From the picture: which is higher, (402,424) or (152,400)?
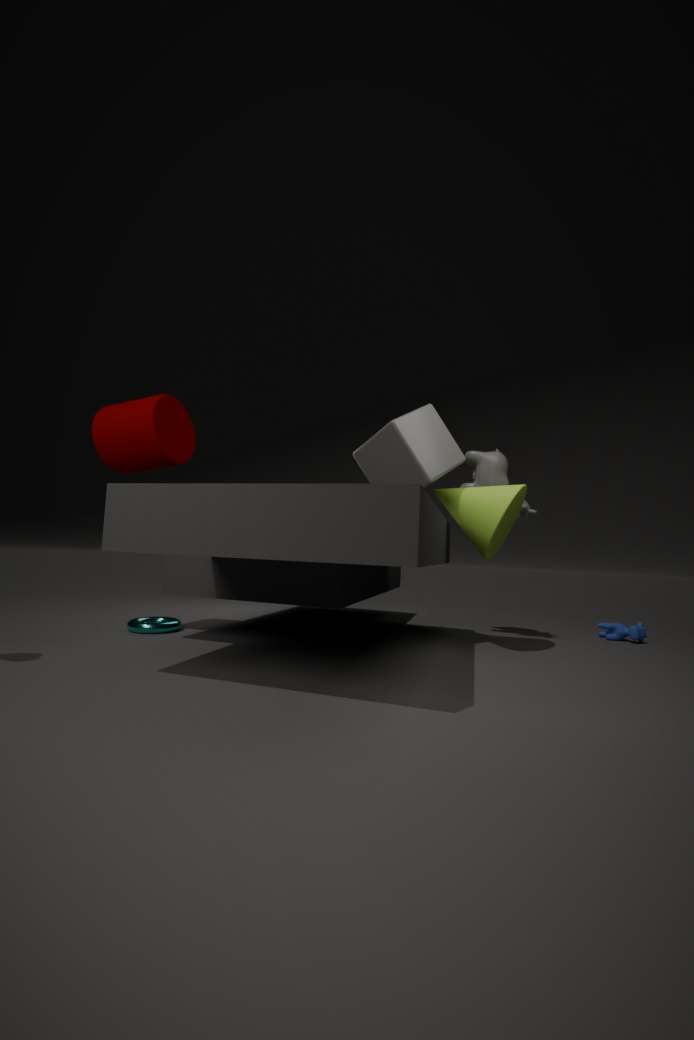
(152,400)
